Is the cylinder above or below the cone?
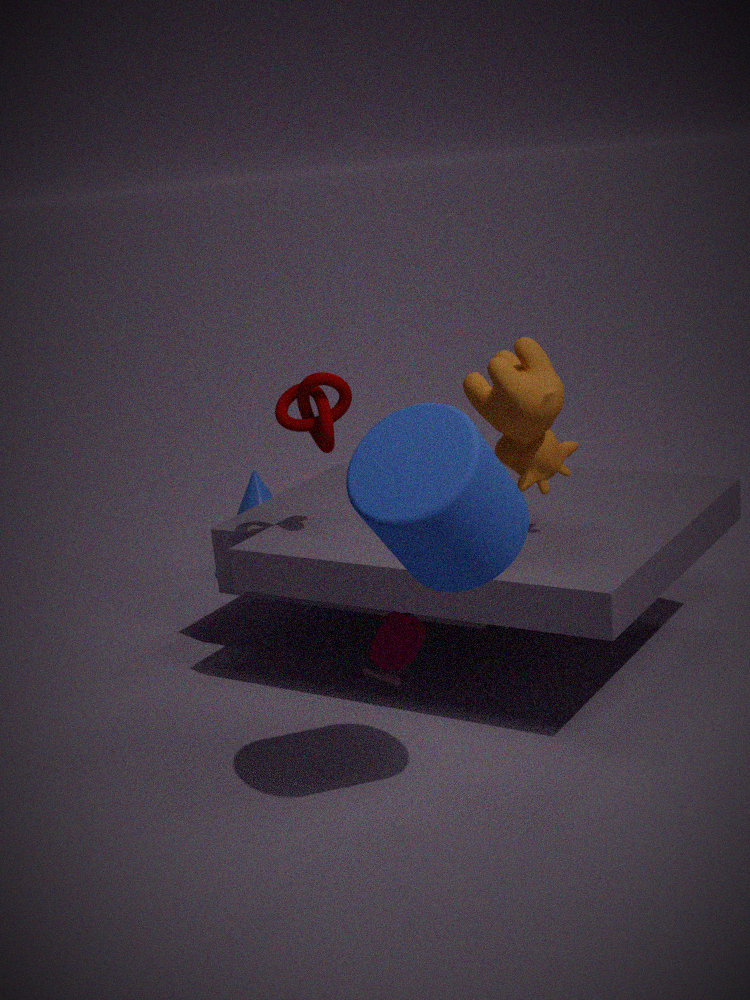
above
